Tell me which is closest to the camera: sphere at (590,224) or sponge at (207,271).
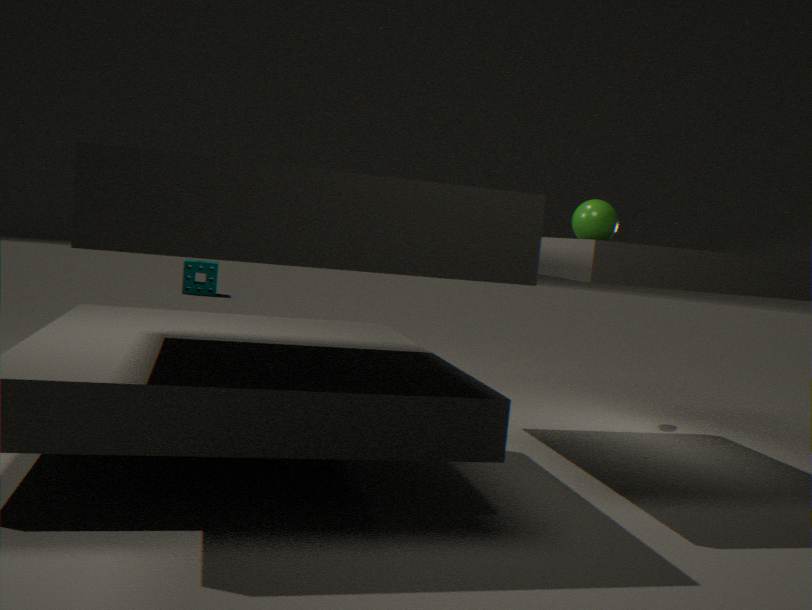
sphere at (590,224)
